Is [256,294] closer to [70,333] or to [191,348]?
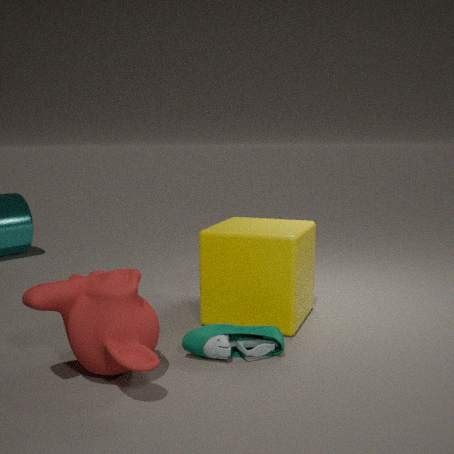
[191,348]
